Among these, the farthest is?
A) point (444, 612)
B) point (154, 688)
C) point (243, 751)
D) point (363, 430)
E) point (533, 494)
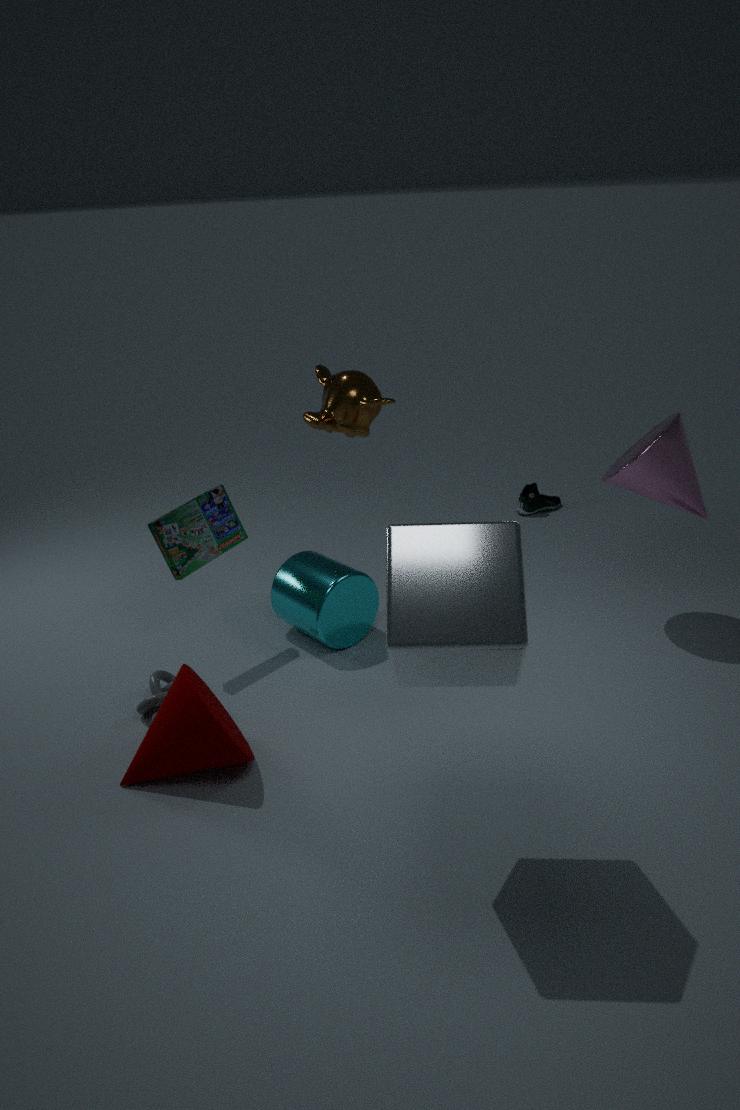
point (533, 494)
